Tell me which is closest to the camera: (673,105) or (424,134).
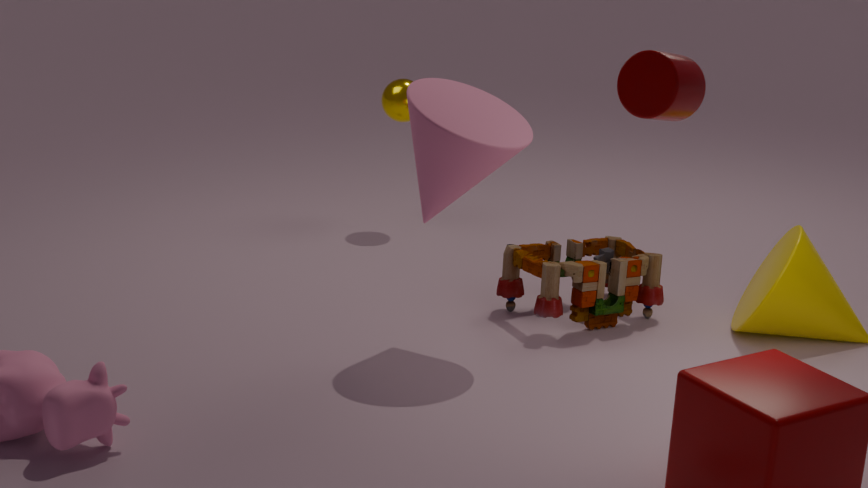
(673,105)
